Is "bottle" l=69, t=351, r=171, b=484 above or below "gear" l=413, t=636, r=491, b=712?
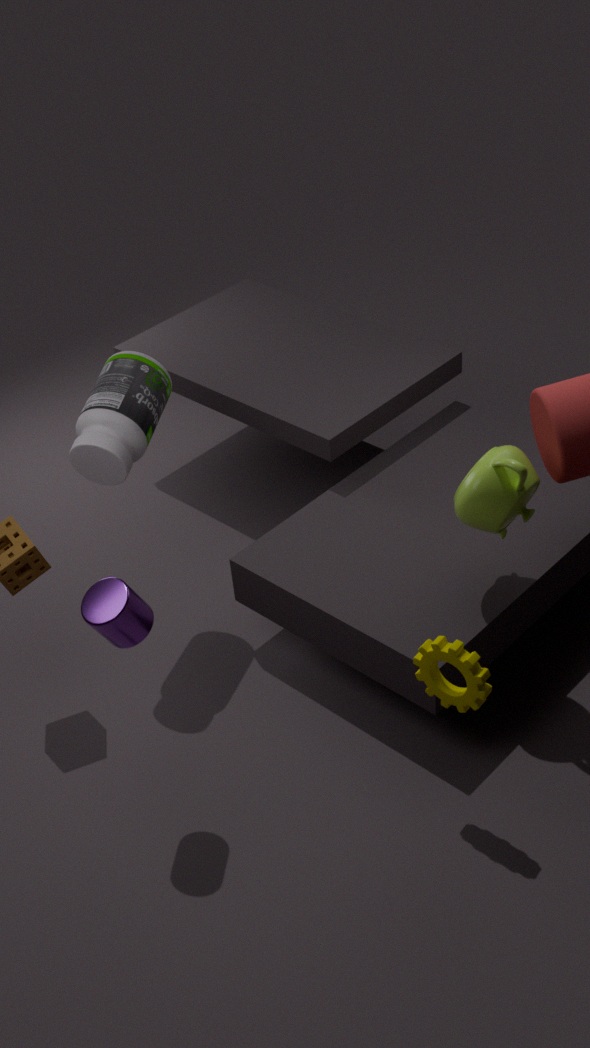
above
